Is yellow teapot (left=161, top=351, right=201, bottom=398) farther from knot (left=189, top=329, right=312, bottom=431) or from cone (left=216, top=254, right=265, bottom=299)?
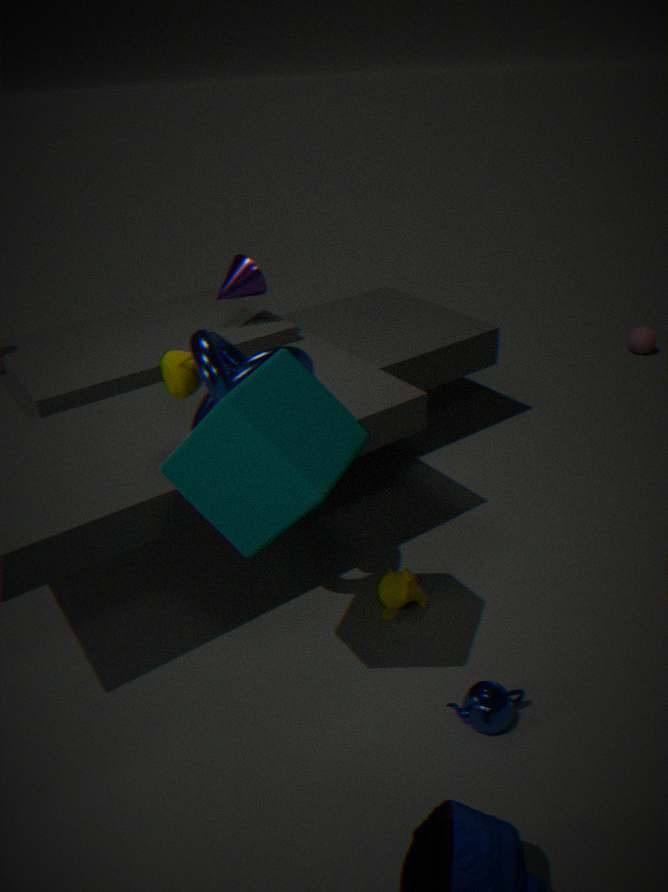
cone (left=216, top=254, right=265, bottom=299)
